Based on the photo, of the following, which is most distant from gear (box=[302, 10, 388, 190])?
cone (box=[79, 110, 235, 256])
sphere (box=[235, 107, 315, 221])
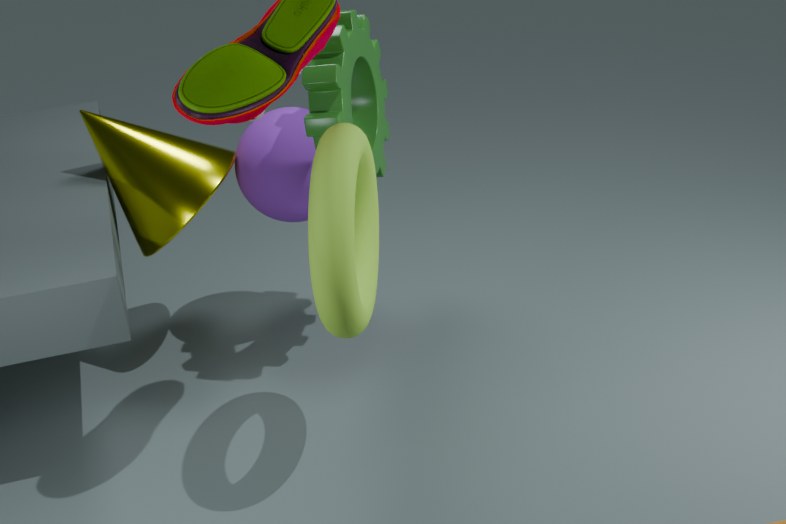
cone (box=[79, 110, 235, 256])
